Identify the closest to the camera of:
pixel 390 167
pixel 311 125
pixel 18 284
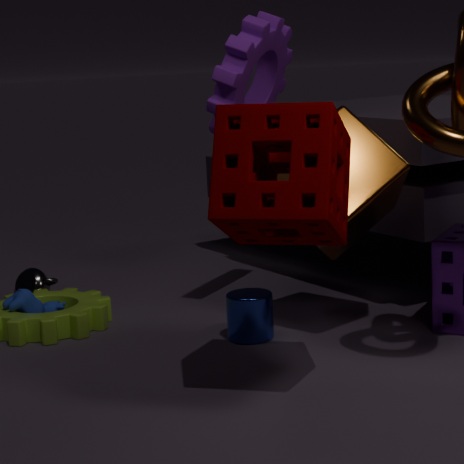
pixel 311 125
